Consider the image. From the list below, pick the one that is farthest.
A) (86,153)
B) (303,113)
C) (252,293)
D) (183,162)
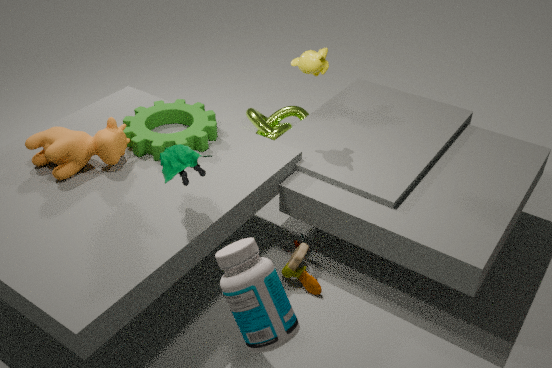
(303,113)
